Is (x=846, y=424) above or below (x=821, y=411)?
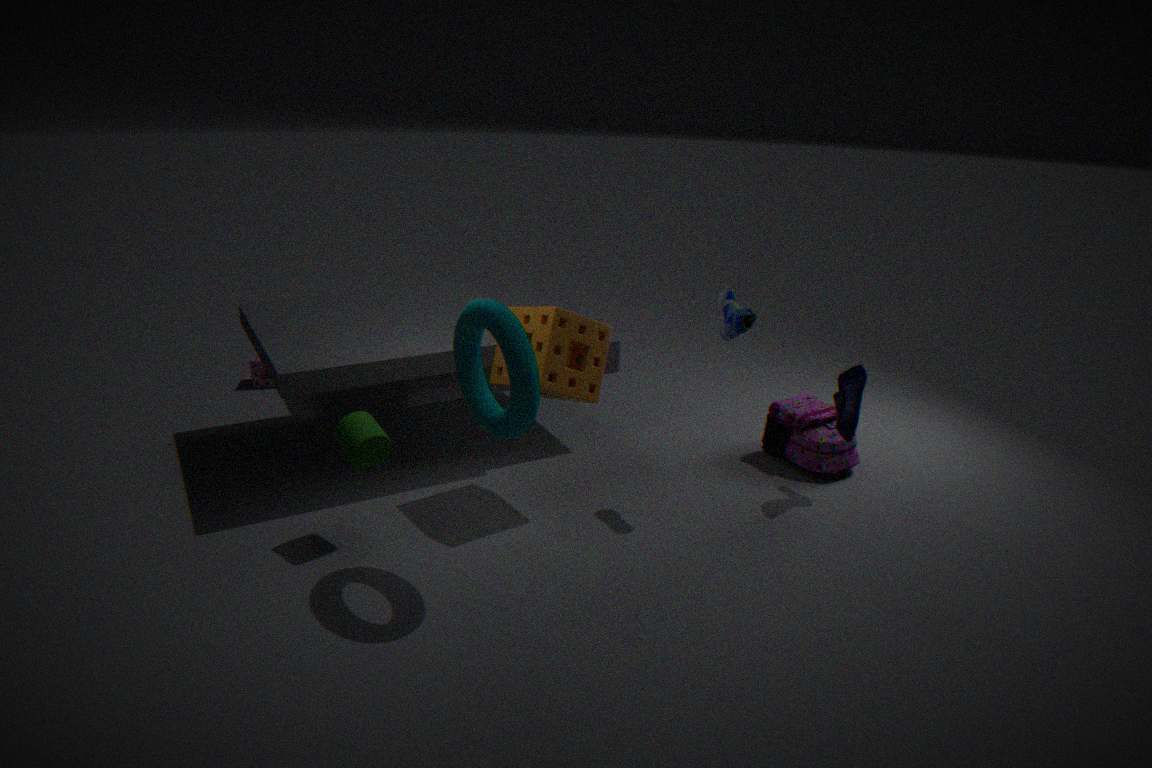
above
